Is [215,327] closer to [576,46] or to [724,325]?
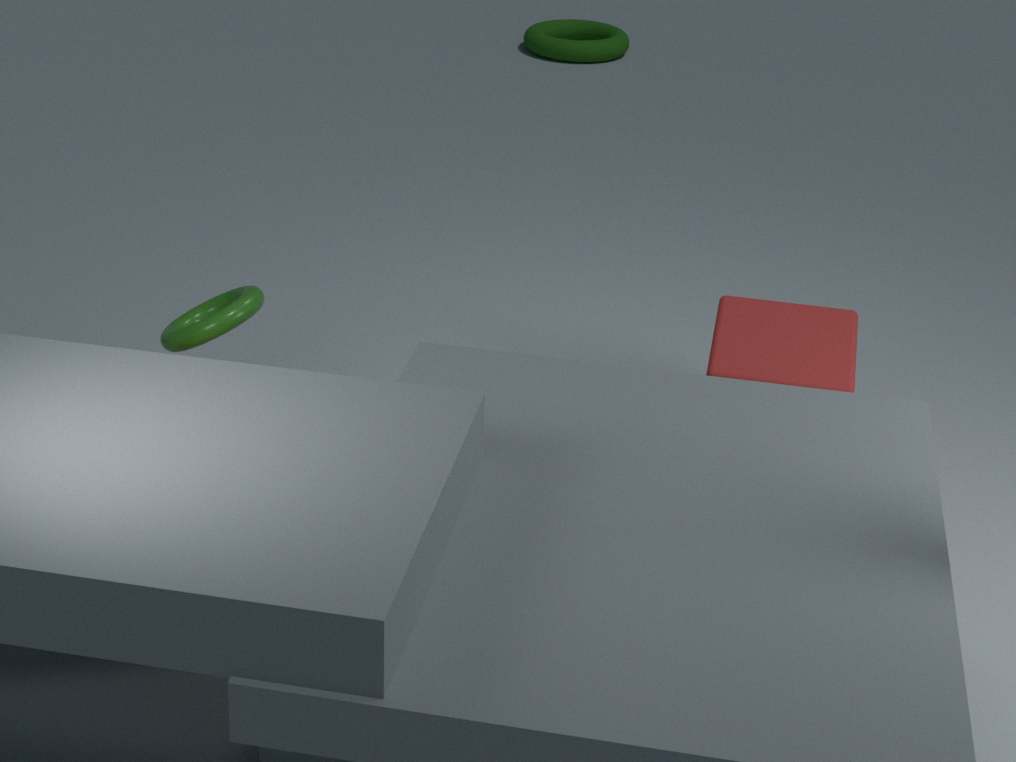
[724,325]
